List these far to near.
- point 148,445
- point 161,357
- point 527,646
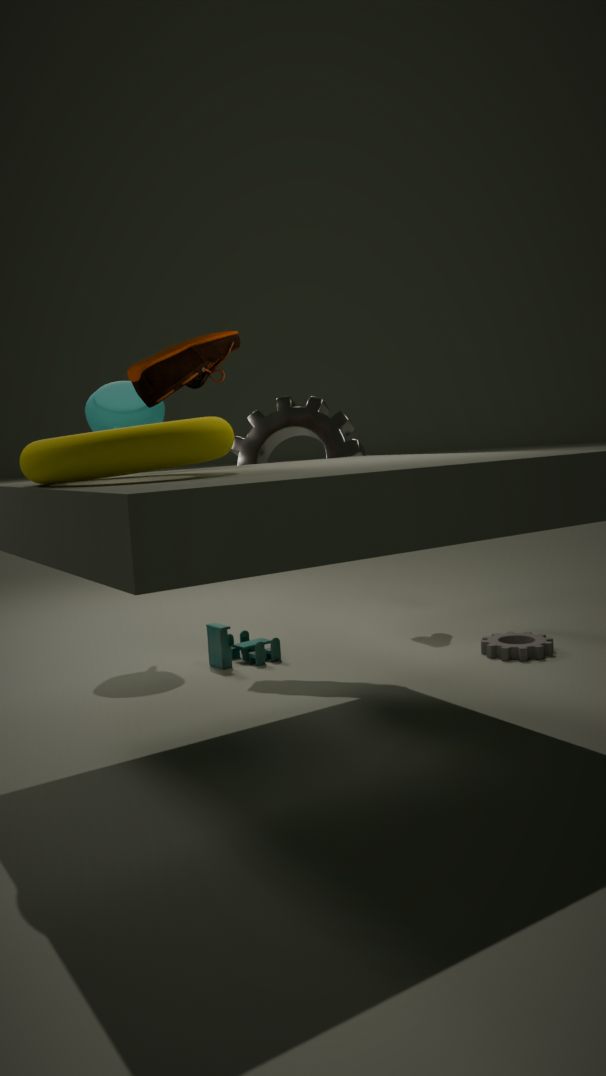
point 527,646 < point 161,357 < point 148,445
